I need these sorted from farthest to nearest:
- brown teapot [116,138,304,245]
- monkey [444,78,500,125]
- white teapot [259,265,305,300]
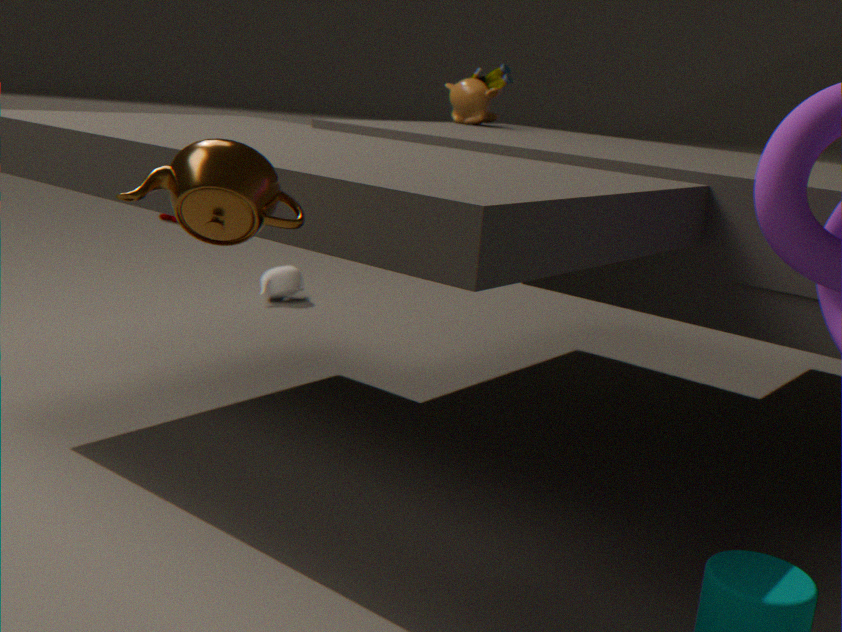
white teapot [259,265,305,300] → monkey [444,78,500,125] → brown teapot [116,138,304,245]
